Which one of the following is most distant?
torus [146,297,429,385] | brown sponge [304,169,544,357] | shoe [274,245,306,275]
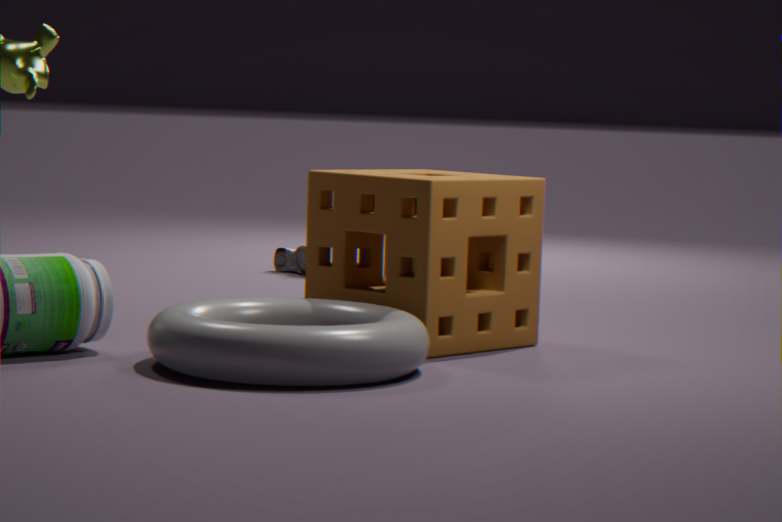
shoe [274,245,306,275]
